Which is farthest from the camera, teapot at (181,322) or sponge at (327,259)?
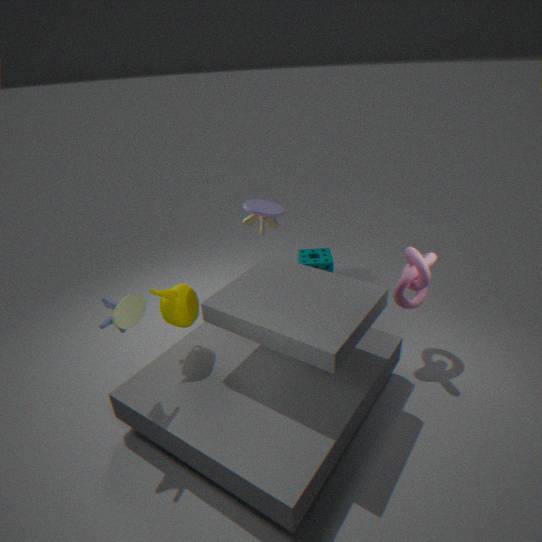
sponge at (327,259)
